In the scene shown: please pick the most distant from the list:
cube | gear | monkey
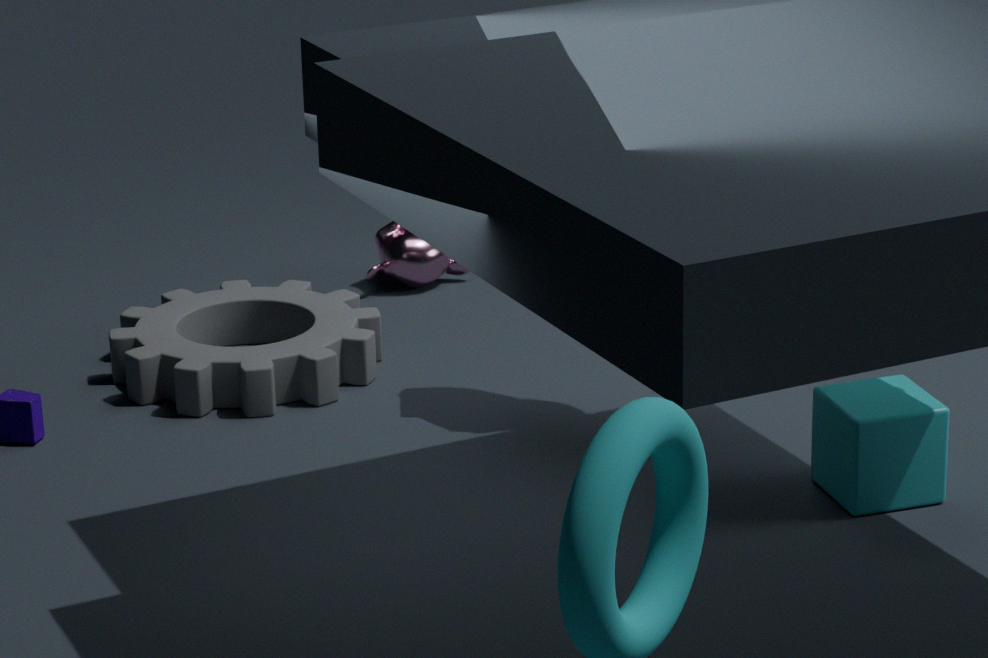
monkey
